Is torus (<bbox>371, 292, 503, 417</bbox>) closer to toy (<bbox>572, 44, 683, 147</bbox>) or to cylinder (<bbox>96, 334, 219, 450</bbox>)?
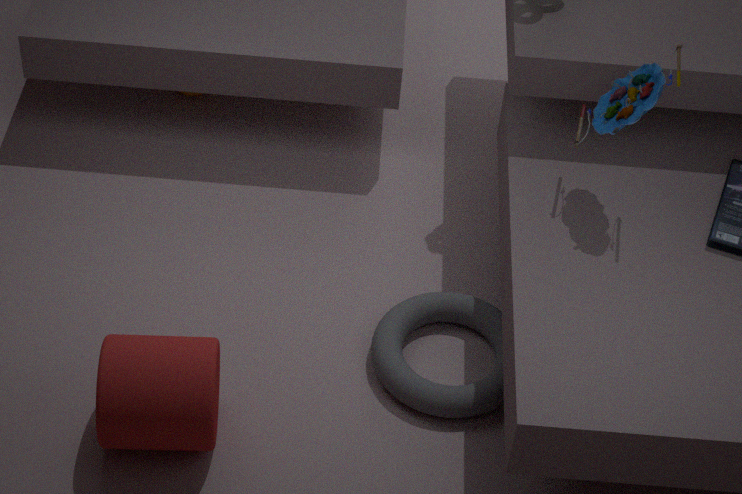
cylinder (<bbox>96, 334, 219, 450</bbox>)
